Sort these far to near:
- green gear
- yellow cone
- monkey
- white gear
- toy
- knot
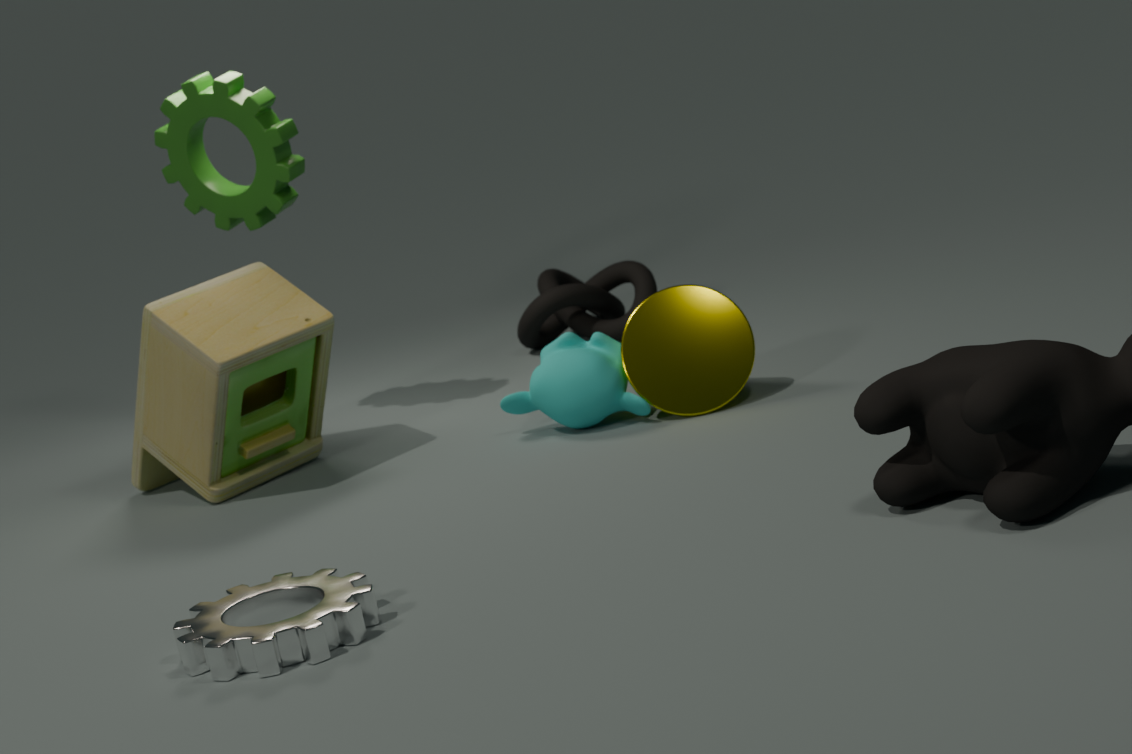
knot, green gear, yellow cone, monkey, toy, white gear
